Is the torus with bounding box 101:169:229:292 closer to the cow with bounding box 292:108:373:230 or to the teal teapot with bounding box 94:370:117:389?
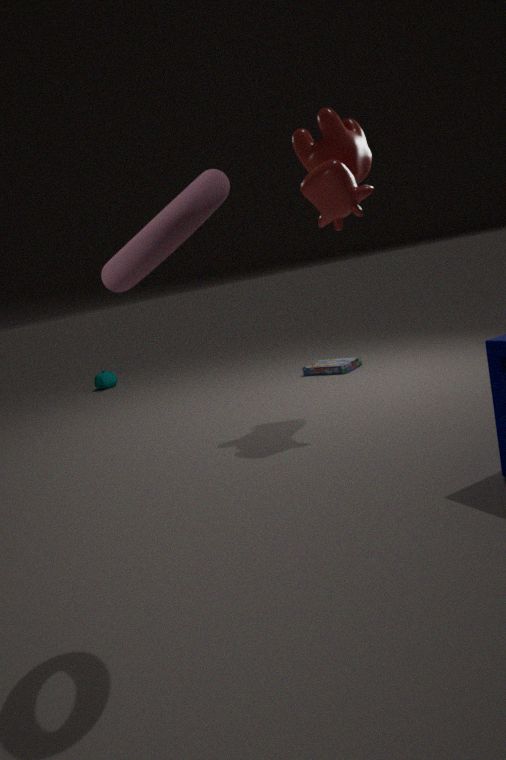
the cow with bounding box 292:108:373:230
